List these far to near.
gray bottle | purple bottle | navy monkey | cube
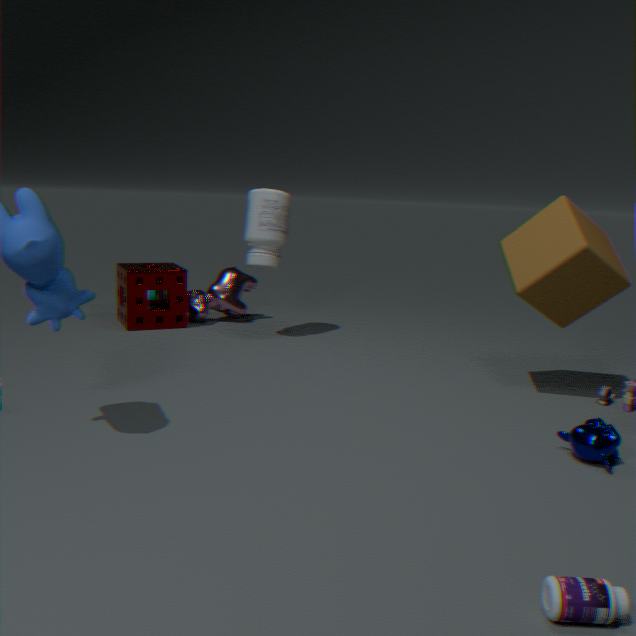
gray bottle, cube, navy monkey, purple bottle
